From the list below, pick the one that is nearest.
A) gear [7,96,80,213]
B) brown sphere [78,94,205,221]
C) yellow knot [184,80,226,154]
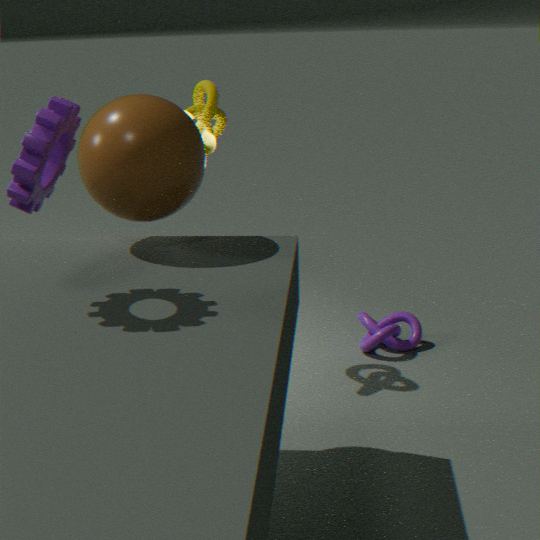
gear [7,96,80,213]
